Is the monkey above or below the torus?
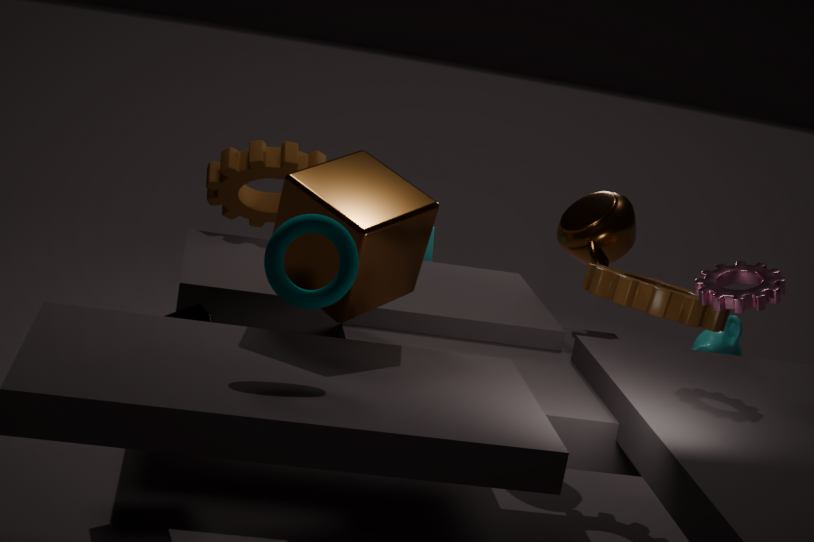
below
